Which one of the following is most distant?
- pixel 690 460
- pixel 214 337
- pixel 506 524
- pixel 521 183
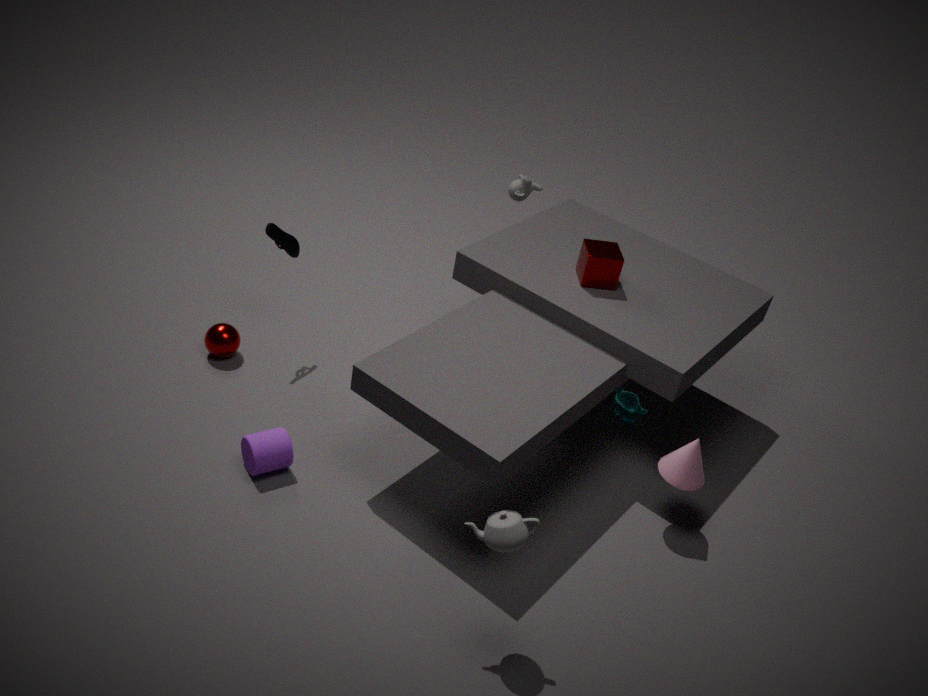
pixel 521 183
